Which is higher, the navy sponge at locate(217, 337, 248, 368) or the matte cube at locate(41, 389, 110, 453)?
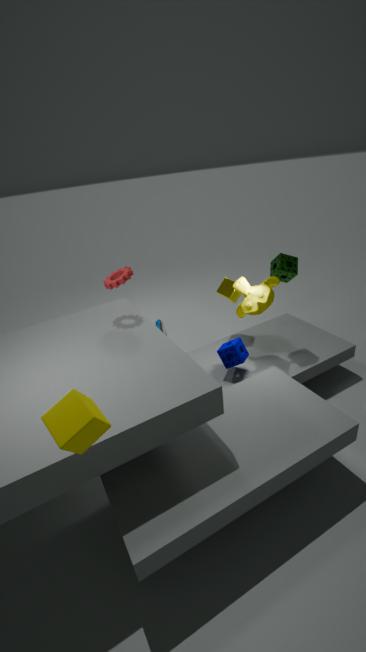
the matte cube at locate(41, 389, 110, 453)
